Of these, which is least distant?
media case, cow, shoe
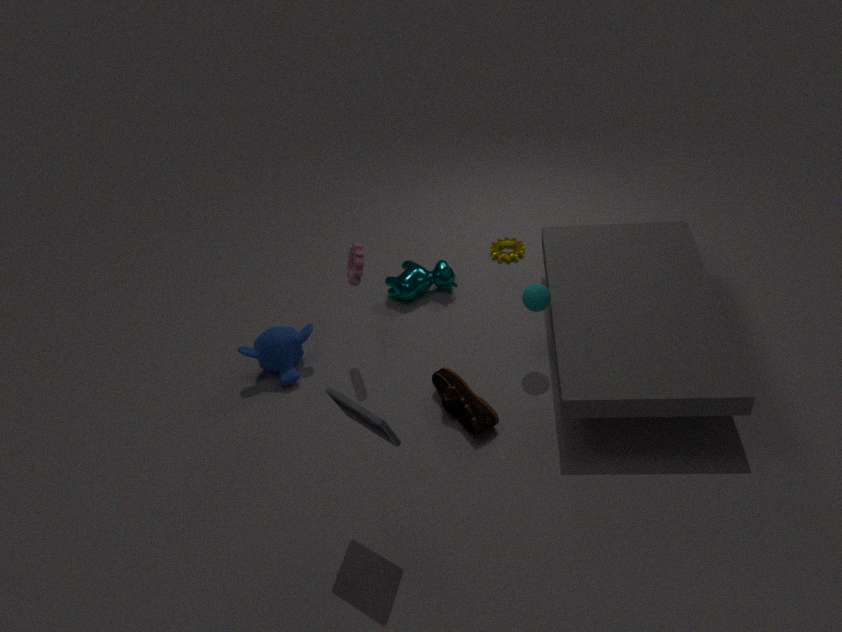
media case
